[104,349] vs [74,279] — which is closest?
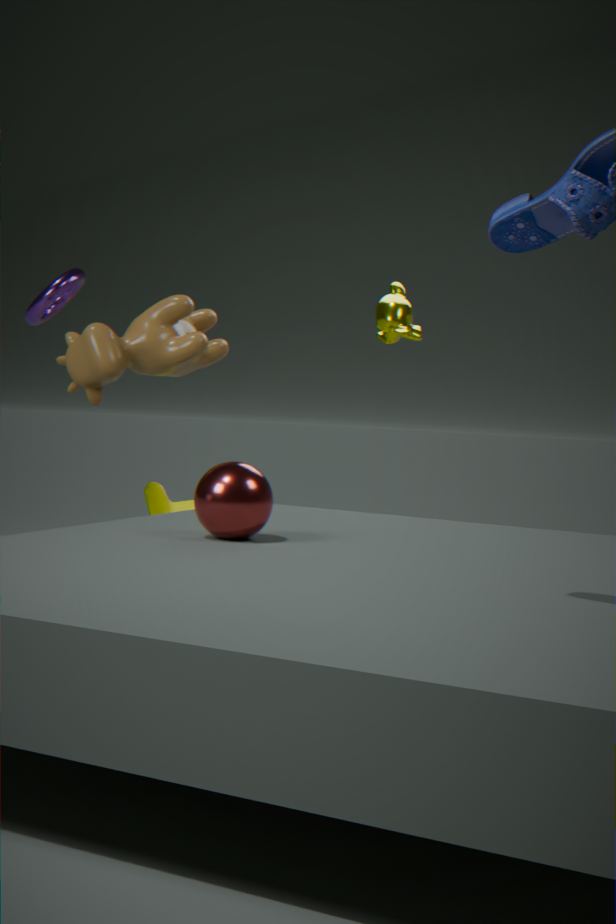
[104,349]
